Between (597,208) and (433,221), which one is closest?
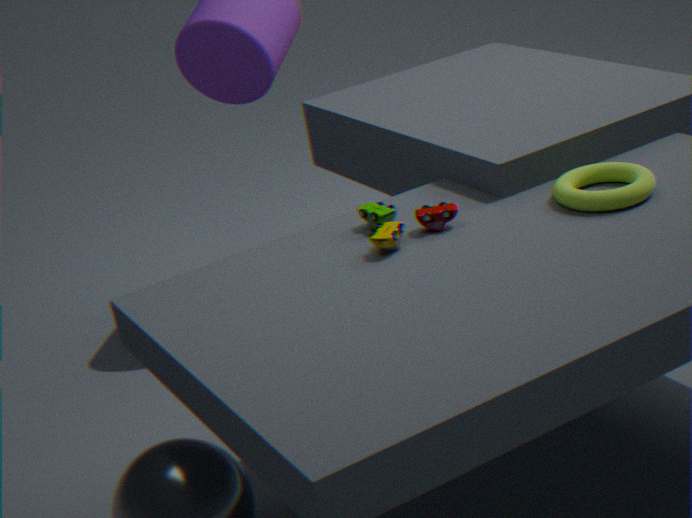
(597,208)
